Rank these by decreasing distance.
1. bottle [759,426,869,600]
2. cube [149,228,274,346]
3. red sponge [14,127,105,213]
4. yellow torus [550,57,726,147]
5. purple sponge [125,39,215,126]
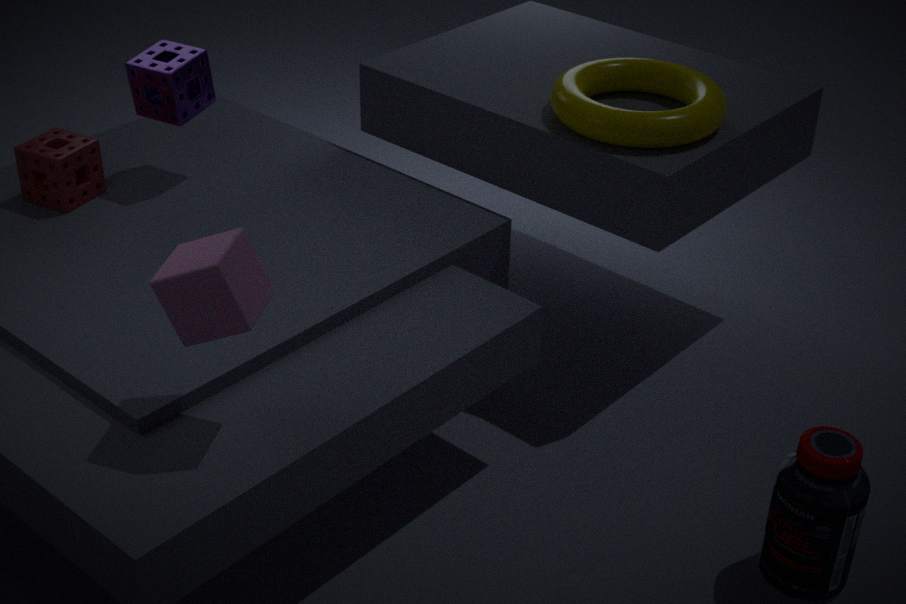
1. purple sponge [125,39,215,126]
2. red sponge [14,127,105,213]
3. yellow torus [550,57,726,147]
4. bottle [759,426,869,600]
5. cube [149,228,274,346]
